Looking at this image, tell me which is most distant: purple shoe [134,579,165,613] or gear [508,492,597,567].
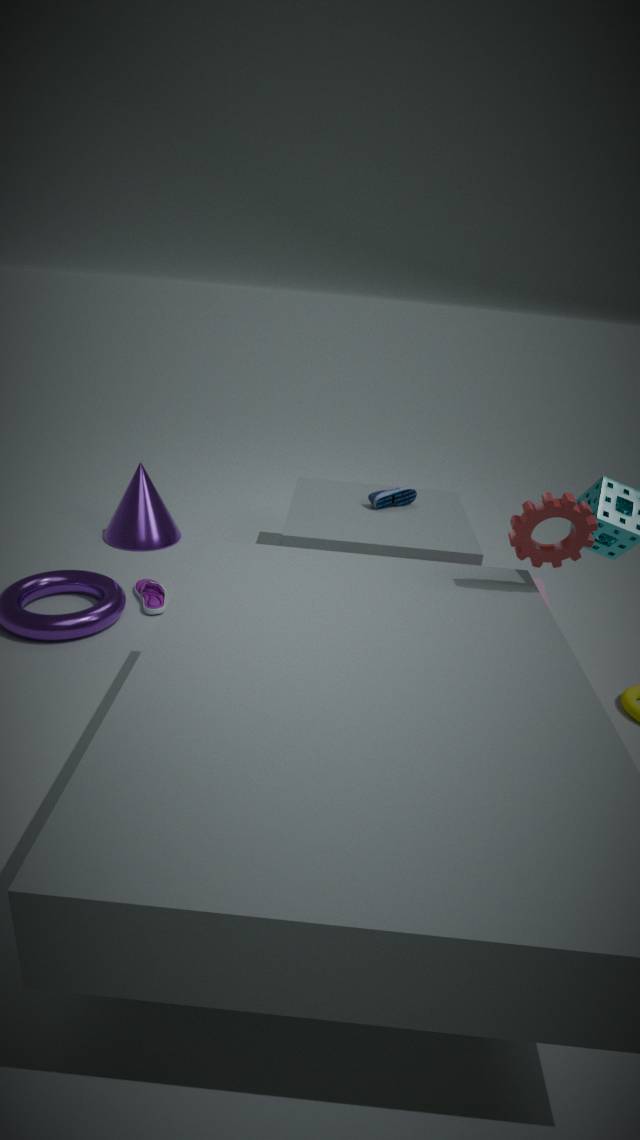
purple shoe [134,579,165,613]
